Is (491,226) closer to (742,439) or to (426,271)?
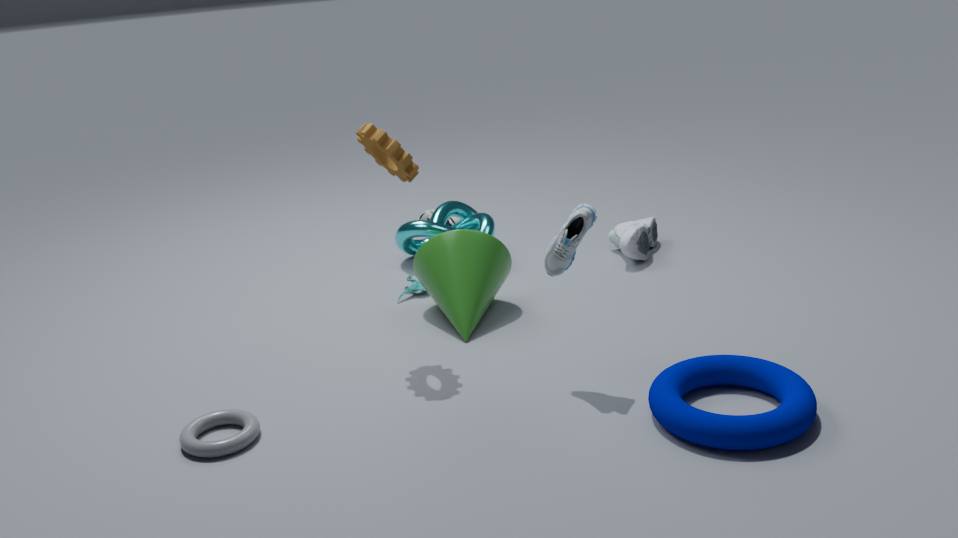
(426,271)
